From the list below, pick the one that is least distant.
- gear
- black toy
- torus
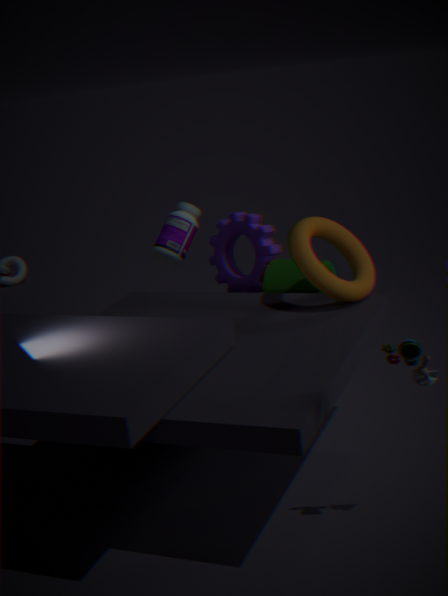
black toy
